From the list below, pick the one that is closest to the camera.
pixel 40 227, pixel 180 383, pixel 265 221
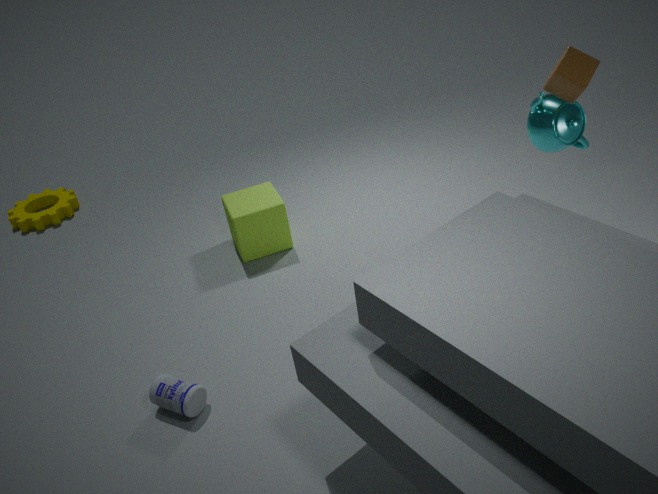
pixel 180 383
